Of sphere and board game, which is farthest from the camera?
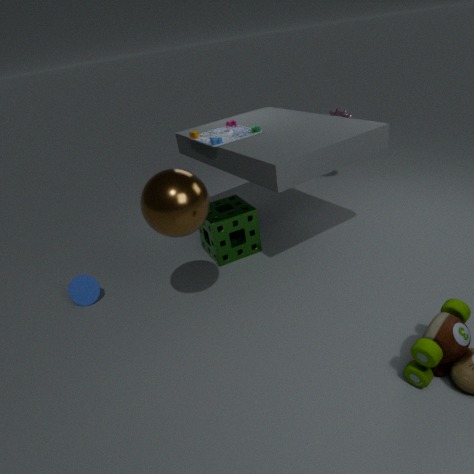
board game
